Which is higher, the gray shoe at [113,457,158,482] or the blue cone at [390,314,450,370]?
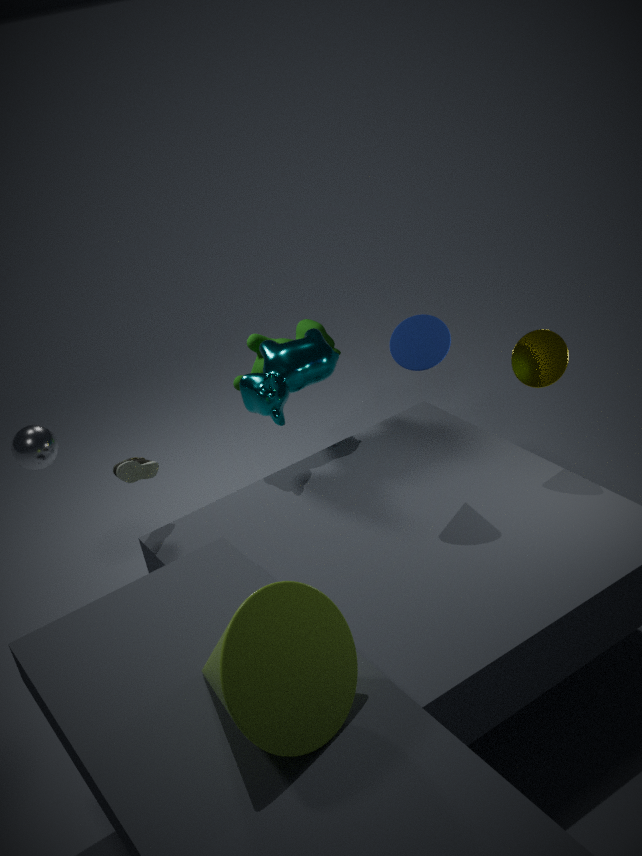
the blue cone at [390,314,450,370]
